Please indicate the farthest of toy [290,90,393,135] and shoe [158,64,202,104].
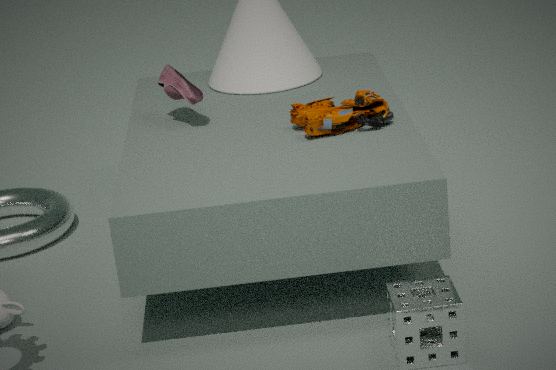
shoe [158,64,202,104]
